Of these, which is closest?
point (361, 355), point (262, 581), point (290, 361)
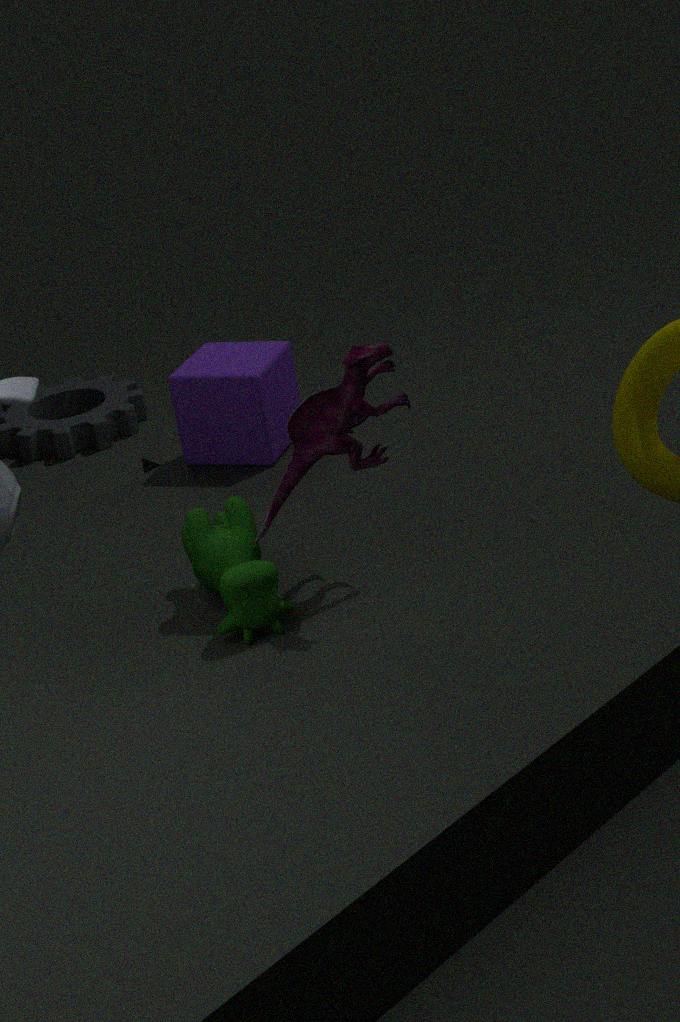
point (361, 355)
